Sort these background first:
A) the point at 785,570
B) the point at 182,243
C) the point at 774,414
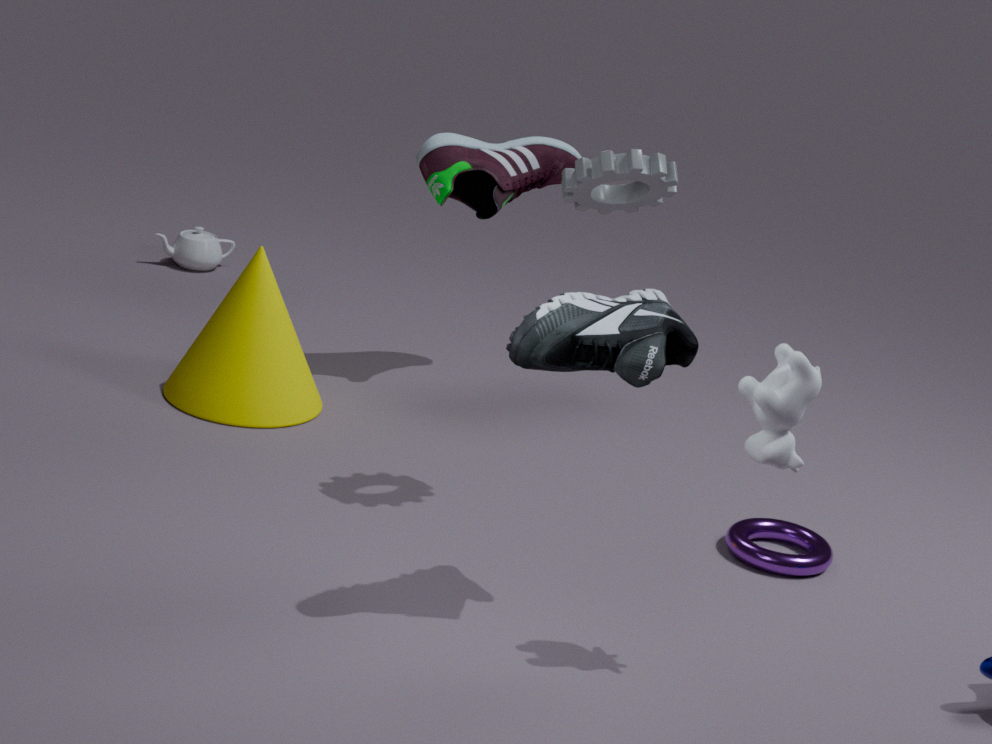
1. the point at 182,243
2. the point at 785,570
3. the point at 774,414
